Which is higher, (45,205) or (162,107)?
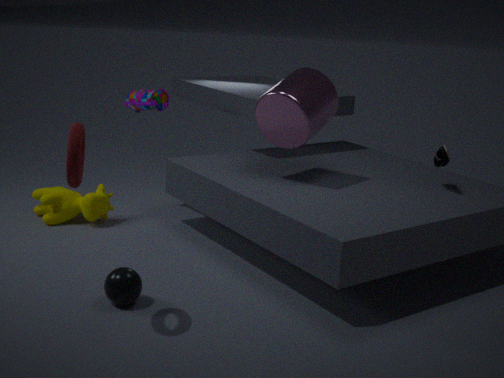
(162,107)
